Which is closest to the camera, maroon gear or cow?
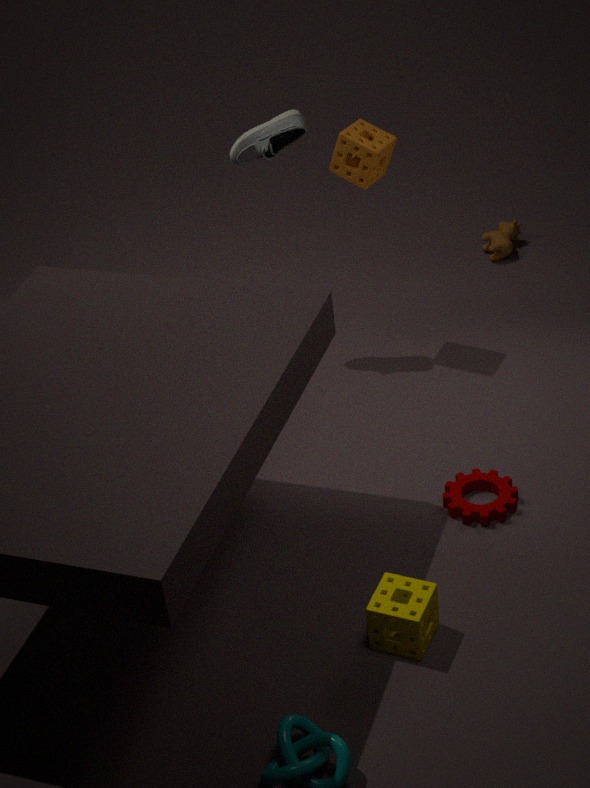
maroon gear
